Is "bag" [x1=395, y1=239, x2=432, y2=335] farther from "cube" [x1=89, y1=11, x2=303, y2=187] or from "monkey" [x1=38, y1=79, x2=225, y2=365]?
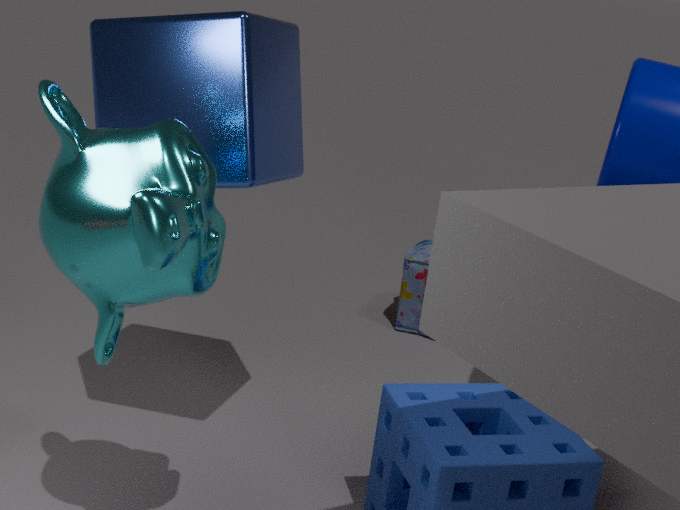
"monkey" [x1=38, y1=79, x2=225, y2=365]
